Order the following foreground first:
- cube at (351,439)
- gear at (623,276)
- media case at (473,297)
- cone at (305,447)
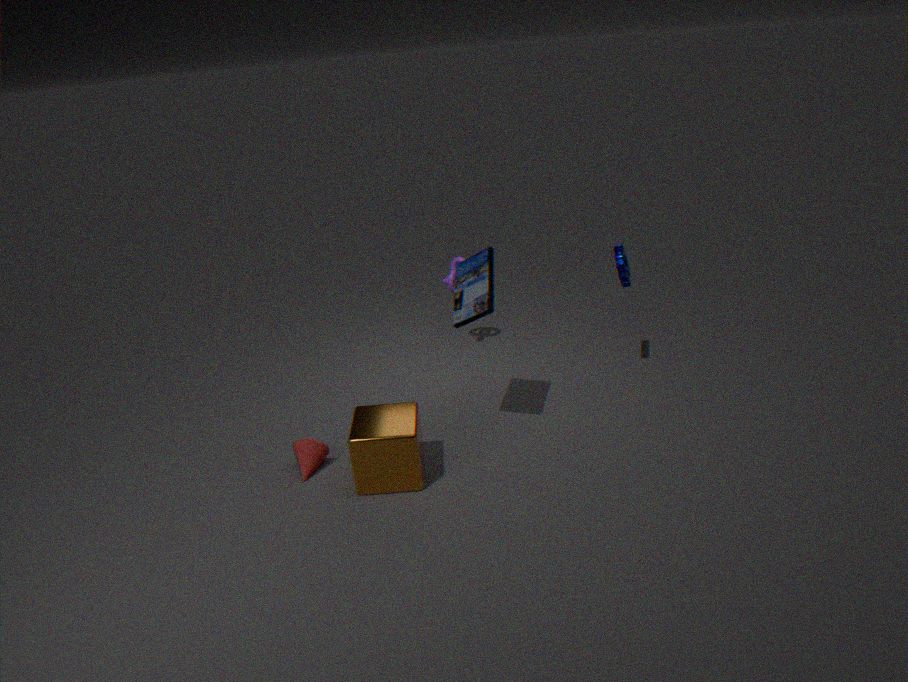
cube at (351,439), media case at (473,297), cone at (305,447), gear at (623,276)
